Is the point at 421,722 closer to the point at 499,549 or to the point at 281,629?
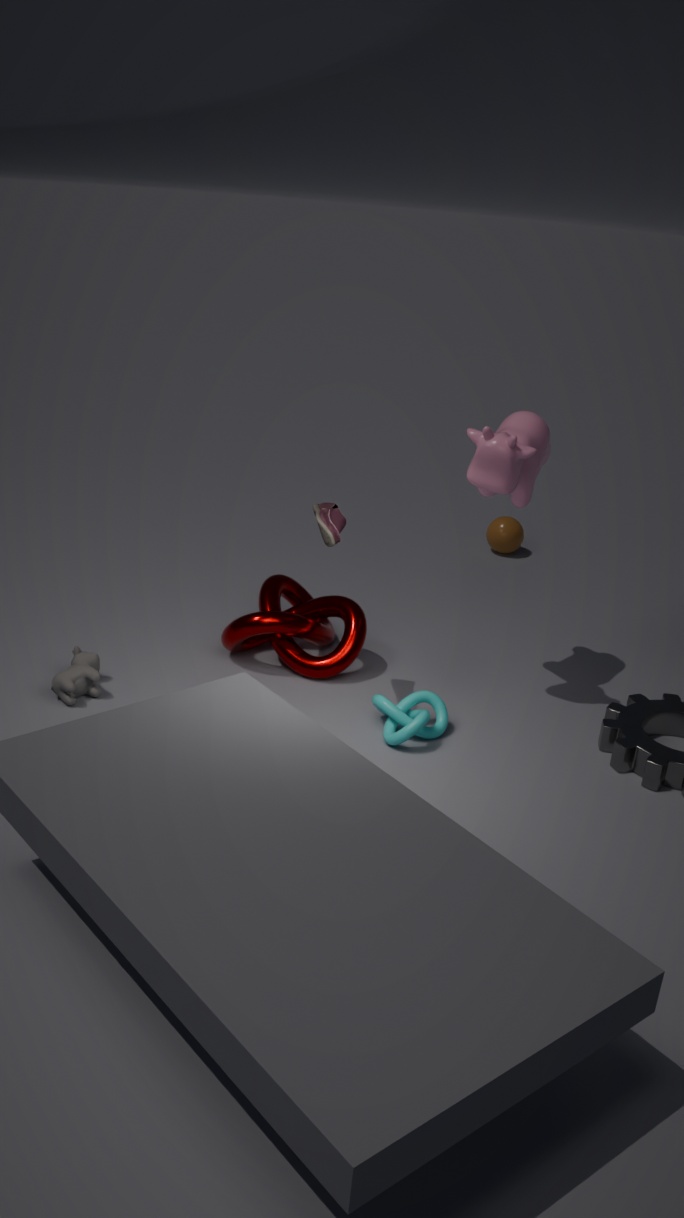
the point at 281,629
